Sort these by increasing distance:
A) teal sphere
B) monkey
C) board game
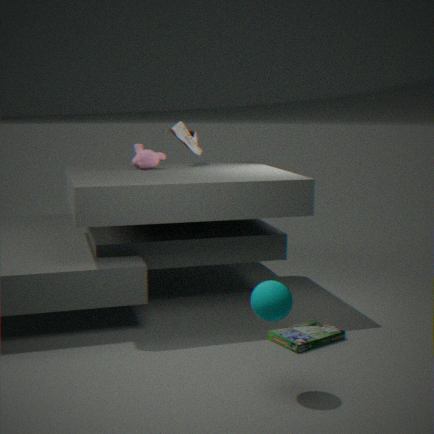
teal sphere, board game, monkey
